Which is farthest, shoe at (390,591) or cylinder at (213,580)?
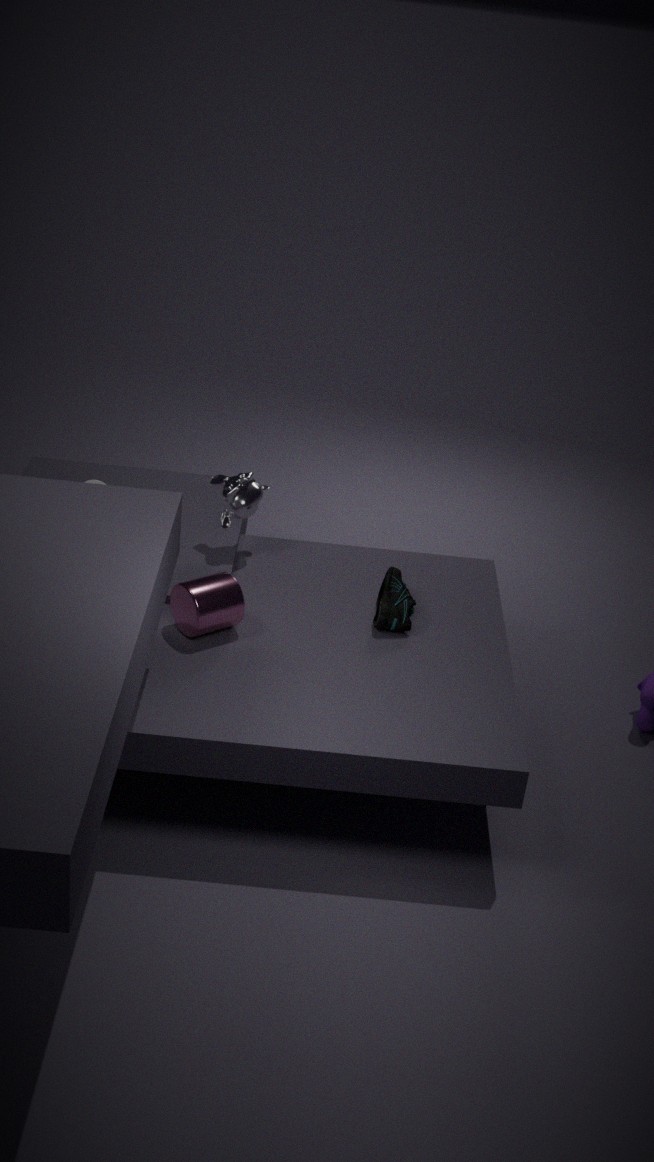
shoe at (390,591)
